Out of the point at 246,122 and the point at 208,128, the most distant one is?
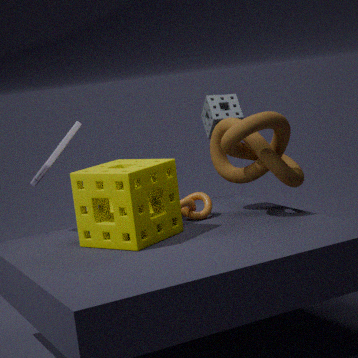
the point at 208,128
